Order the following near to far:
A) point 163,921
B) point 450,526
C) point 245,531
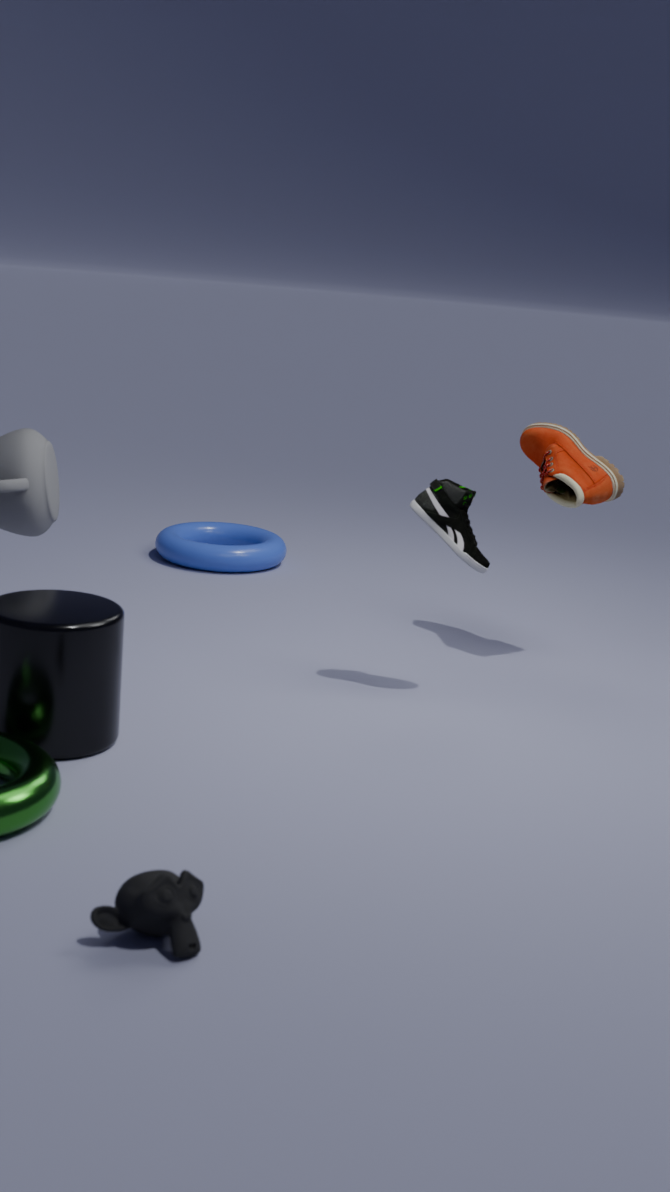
point 163,921, point 450,526, point 245,531
